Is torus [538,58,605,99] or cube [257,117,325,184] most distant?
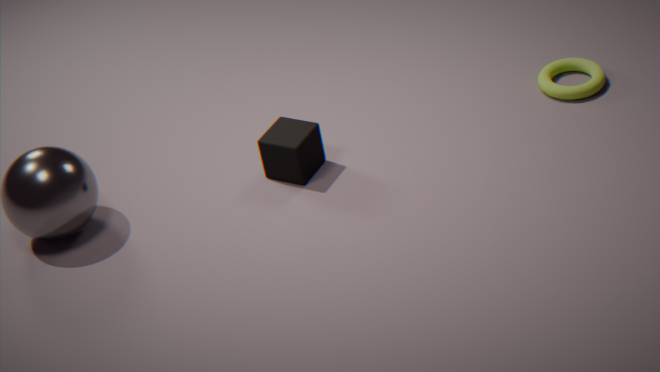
torus [538,58,605,99]
